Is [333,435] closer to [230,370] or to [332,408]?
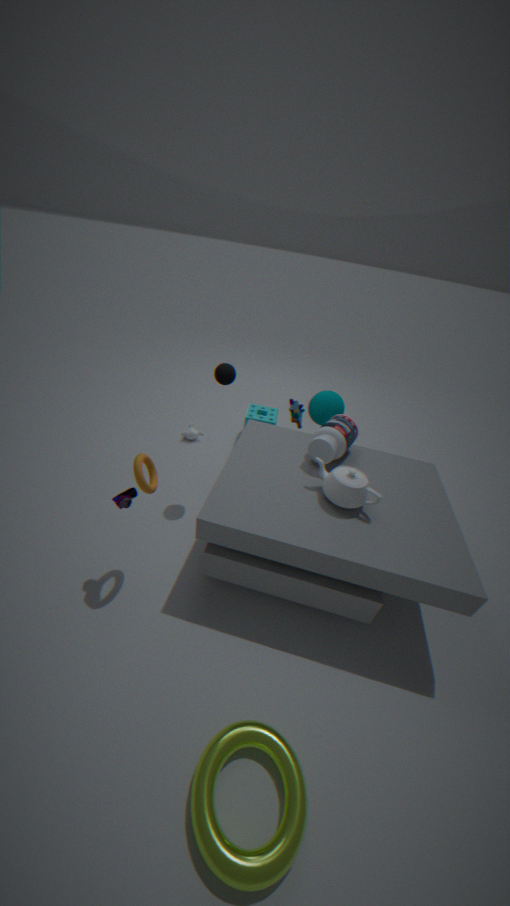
[332,408]
